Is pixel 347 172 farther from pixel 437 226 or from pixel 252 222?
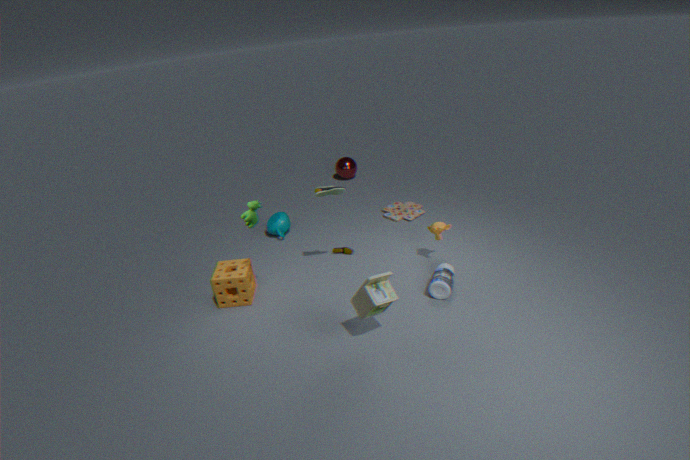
pixel 252 222
